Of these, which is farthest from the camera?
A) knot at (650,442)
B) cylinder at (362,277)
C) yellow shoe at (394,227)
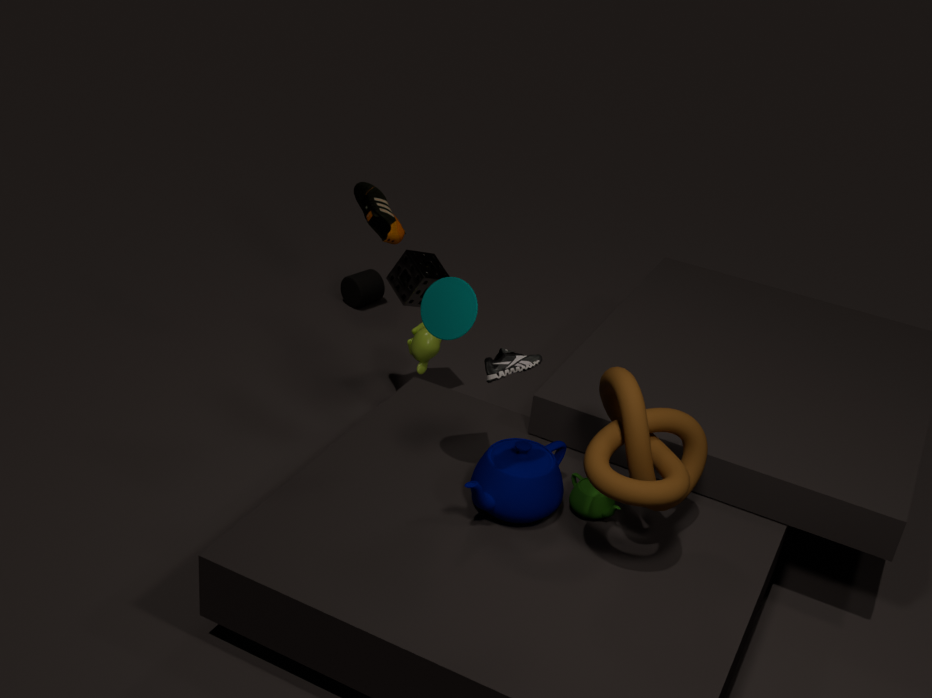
cylinder at (362,277)
